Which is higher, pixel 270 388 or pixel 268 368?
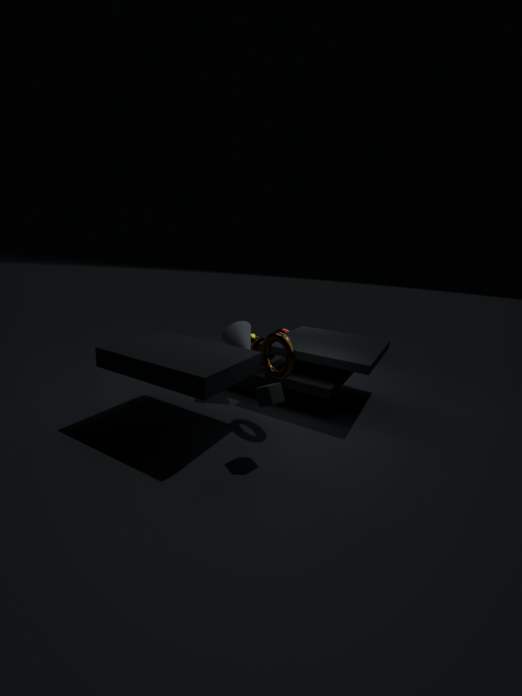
pixel 268 368
